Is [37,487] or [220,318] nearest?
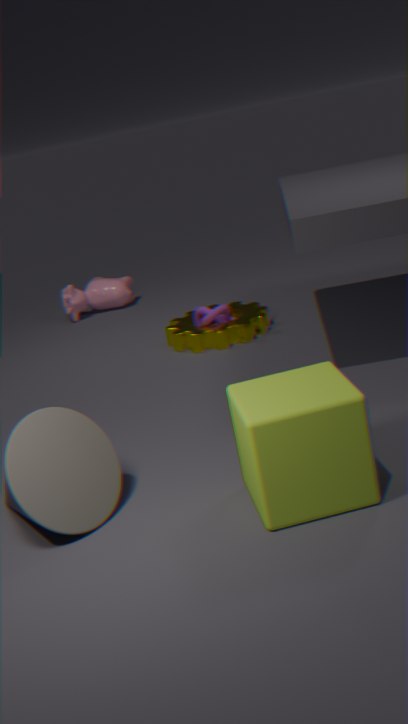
[37,487]
